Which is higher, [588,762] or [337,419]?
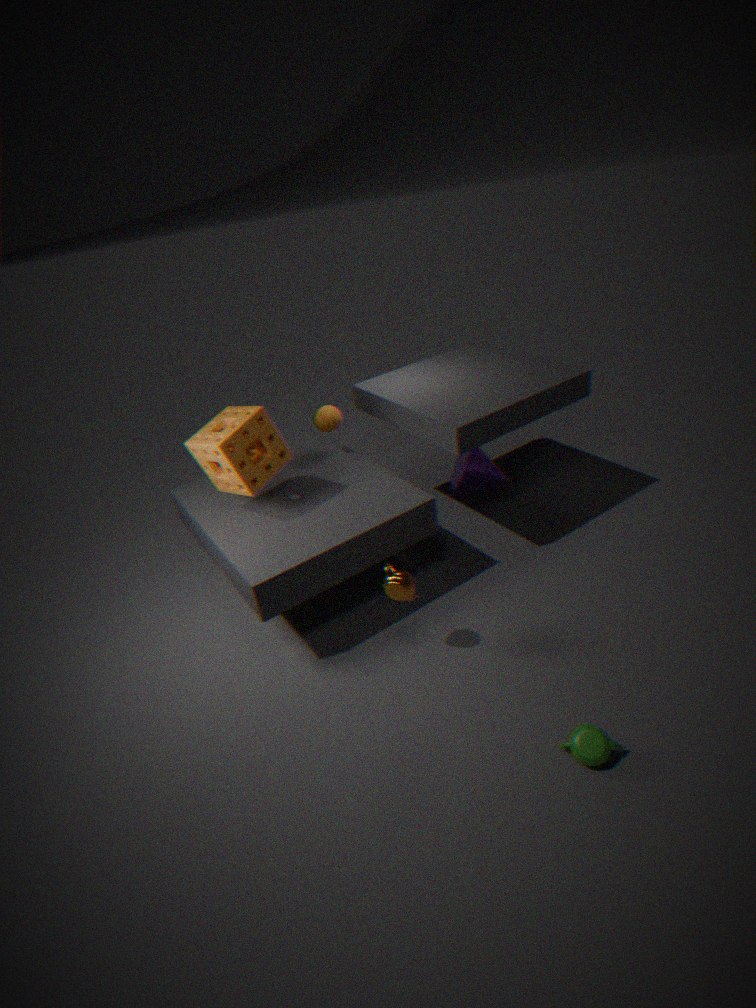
[337,419]
